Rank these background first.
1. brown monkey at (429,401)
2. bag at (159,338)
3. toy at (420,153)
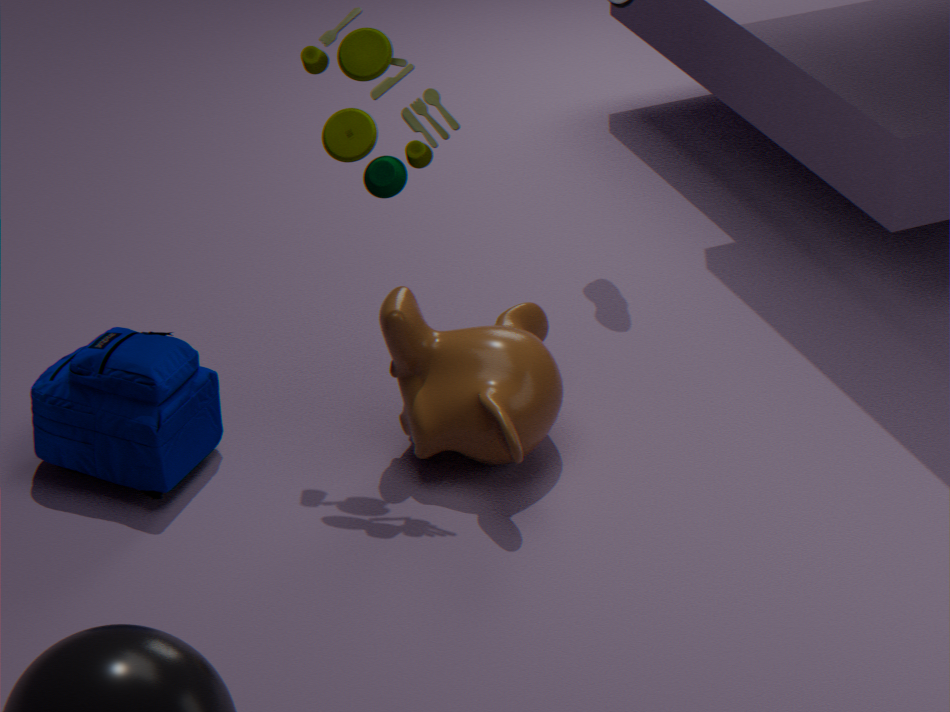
brown monkey at (429,401), bag at (159,338), toy at (420,153)
